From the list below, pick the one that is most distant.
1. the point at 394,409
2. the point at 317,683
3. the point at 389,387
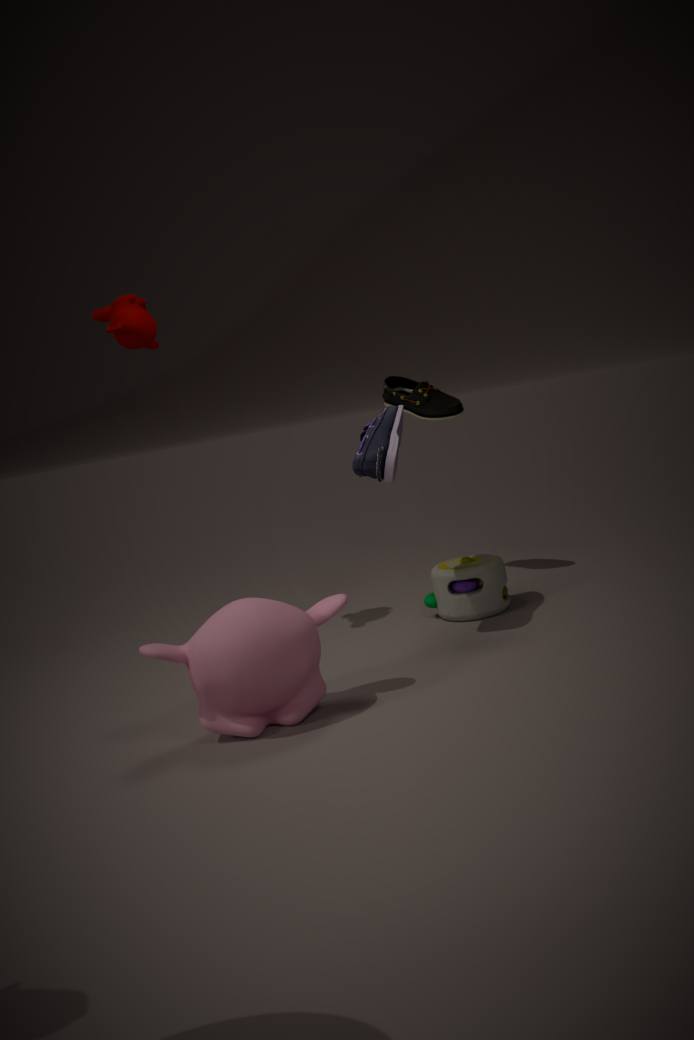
the point at 389,387
